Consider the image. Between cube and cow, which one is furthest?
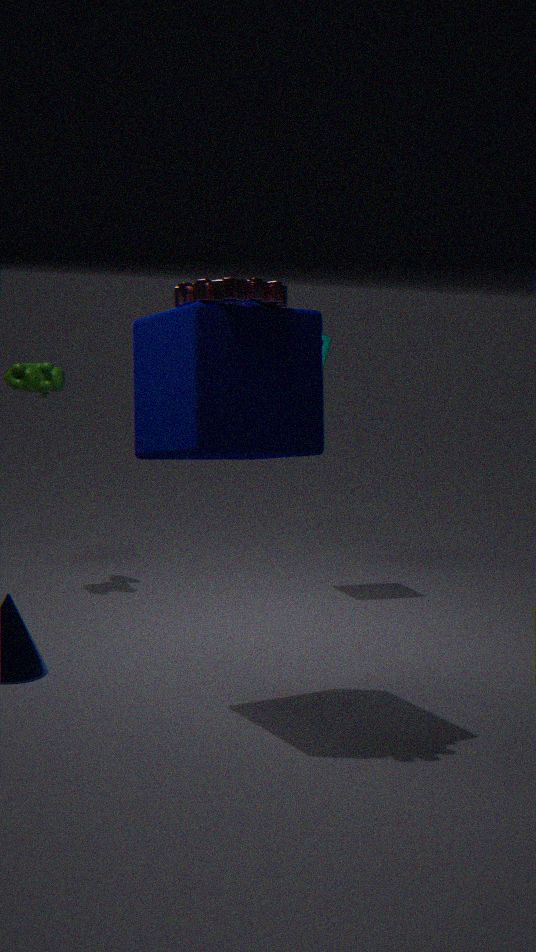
cow
